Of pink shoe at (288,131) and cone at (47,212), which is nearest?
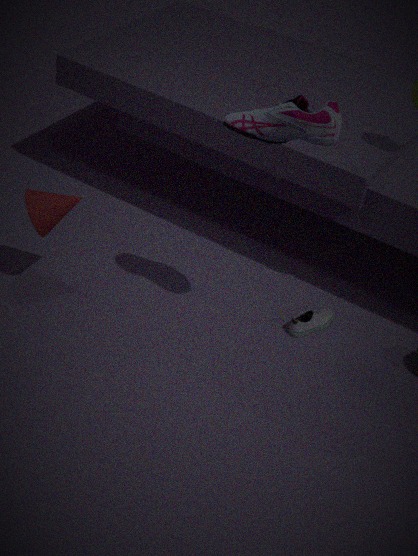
pink shoe at (288,131)
